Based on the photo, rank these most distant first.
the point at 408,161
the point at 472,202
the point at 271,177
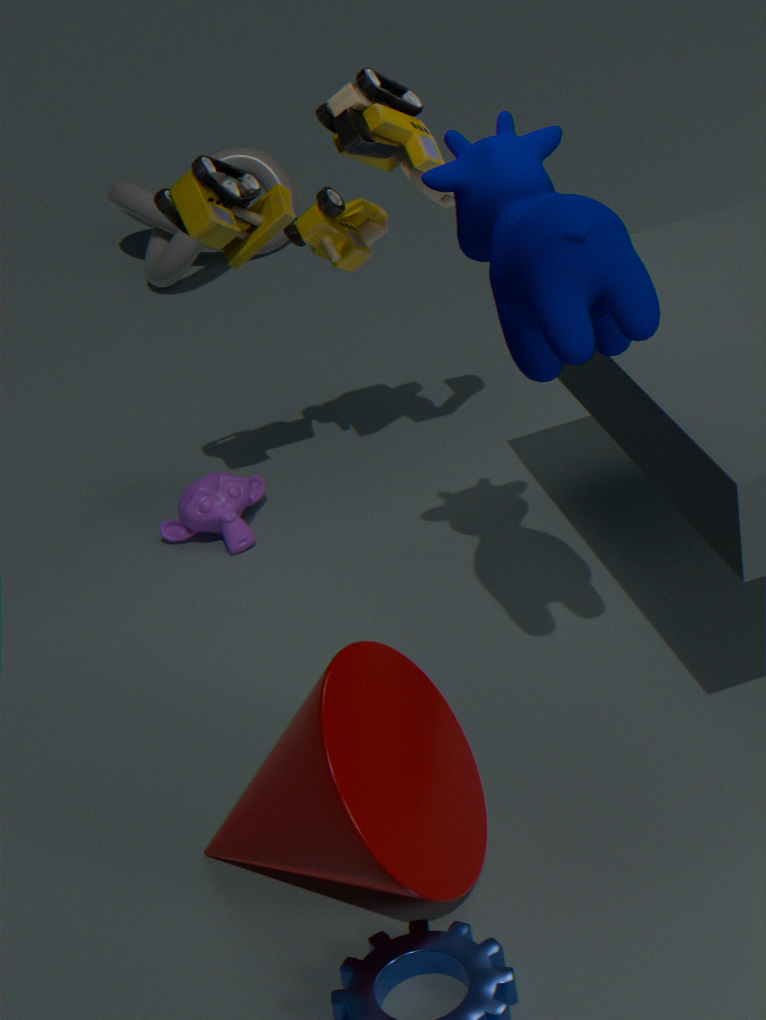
the point at 271,177, the point at 408,161, the point at 472,202
